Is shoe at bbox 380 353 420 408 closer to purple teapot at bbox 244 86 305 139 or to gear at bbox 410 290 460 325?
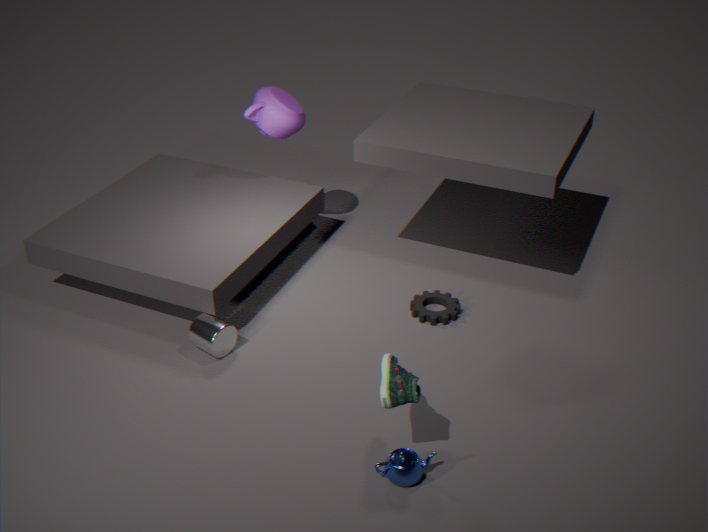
gear at bbox 410 290 460 325
